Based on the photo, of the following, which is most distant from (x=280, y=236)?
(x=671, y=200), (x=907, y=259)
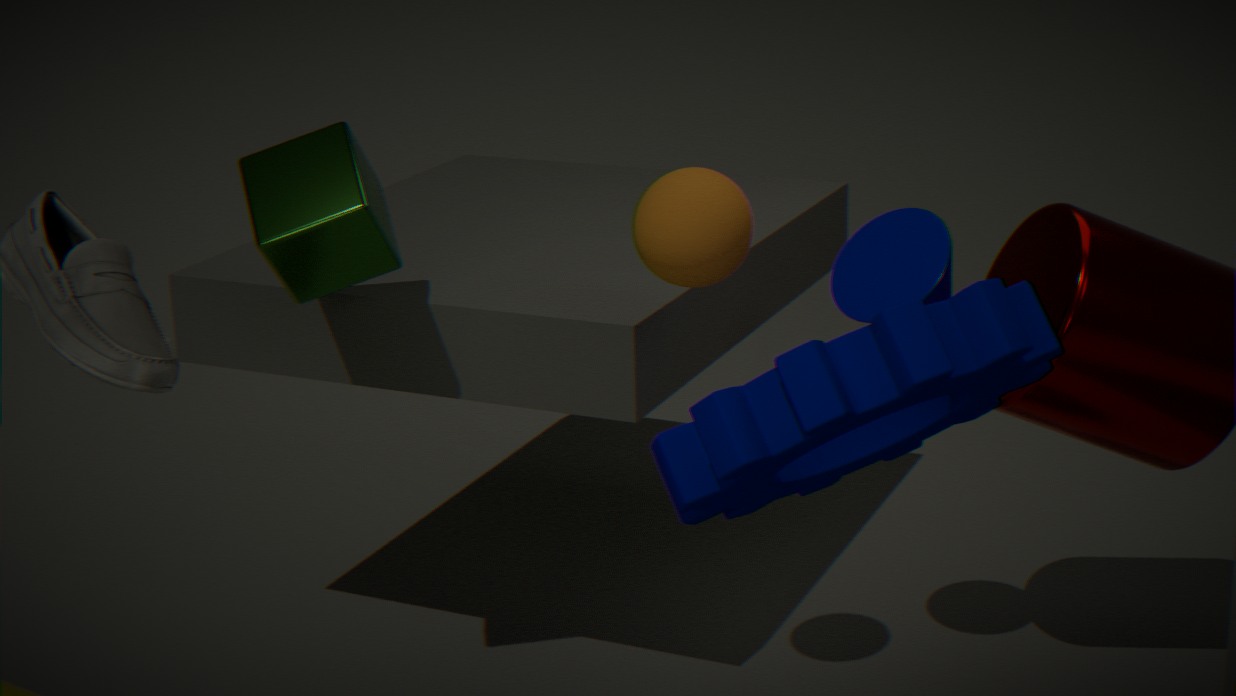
(x=907, y=259)
